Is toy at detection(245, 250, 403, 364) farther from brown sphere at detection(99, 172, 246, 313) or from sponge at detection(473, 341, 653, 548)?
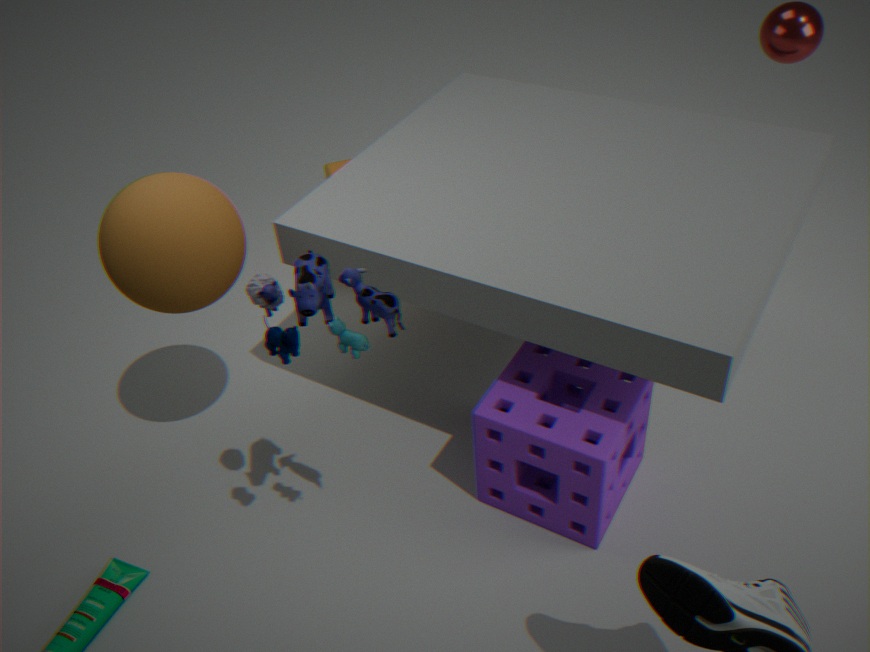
sponge at detection(473, 341, 653, 548)
